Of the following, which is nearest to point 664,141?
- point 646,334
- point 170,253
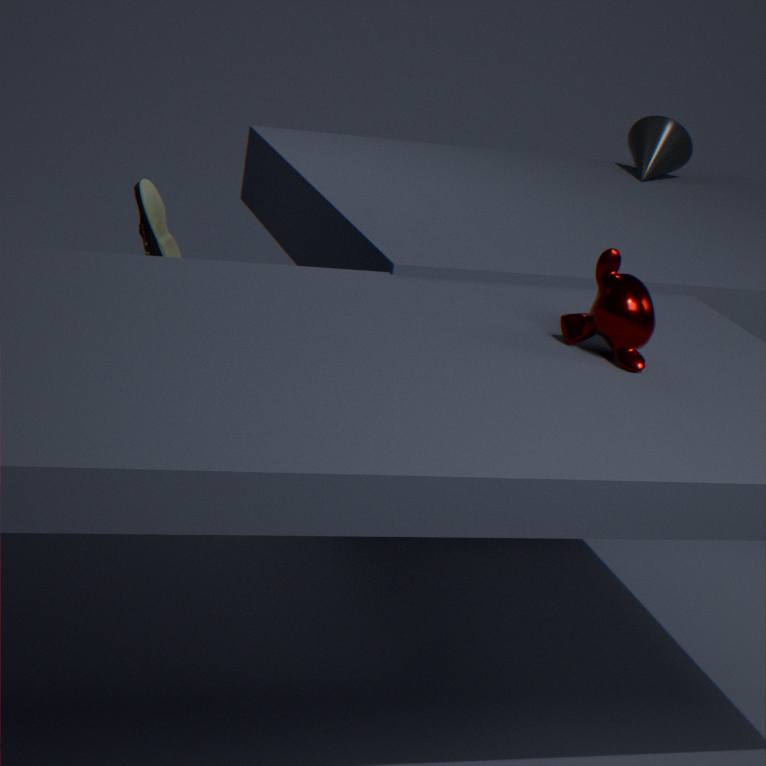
point 170,253
